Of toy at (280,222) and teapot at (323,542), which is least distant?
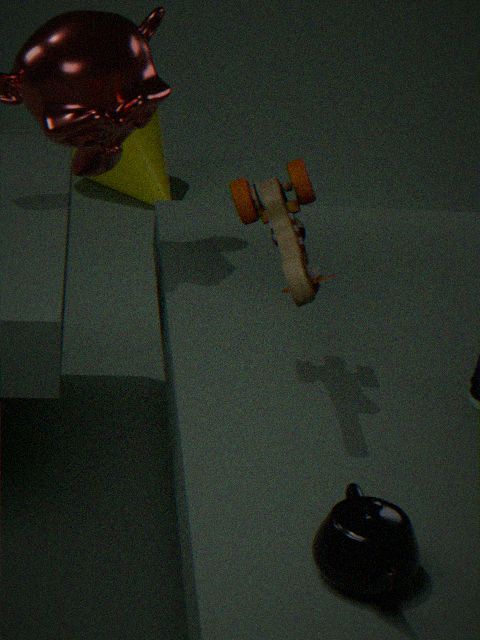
teapot at (323,542)
